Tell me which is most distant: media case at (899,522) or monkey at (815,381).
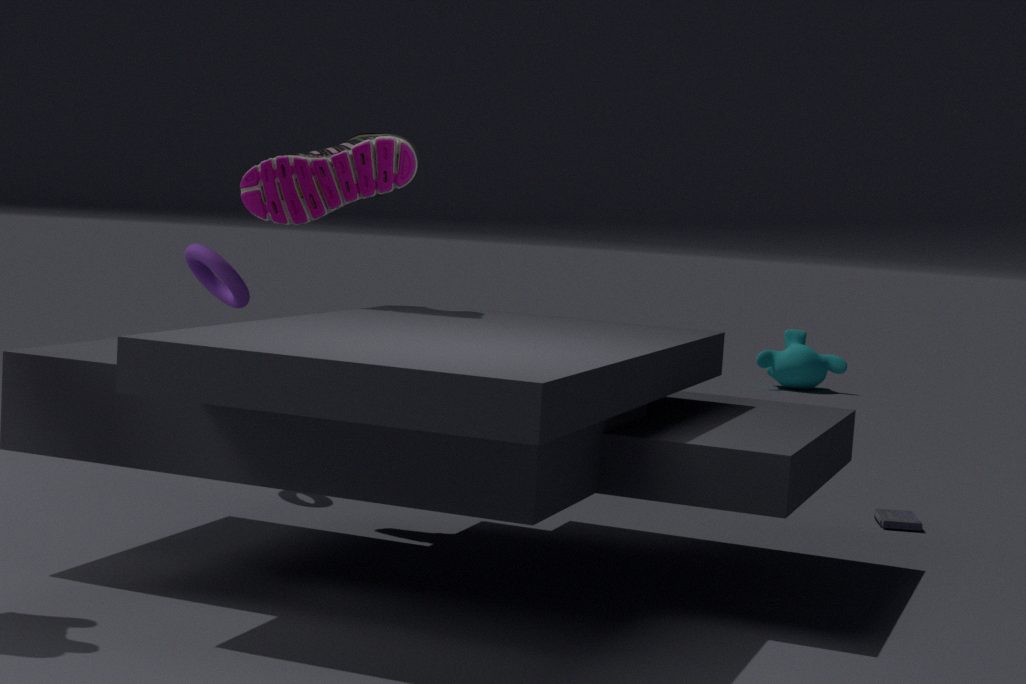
monkey at (815,381)
